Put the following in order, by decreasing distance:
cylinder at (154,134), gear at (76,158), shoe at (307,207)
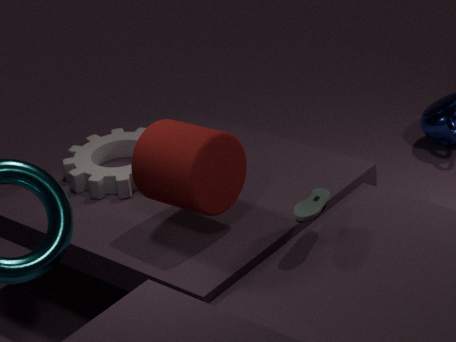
1. gear at (76,158)
2. cylinder at (154,134)
3. shoe at (307,207)
